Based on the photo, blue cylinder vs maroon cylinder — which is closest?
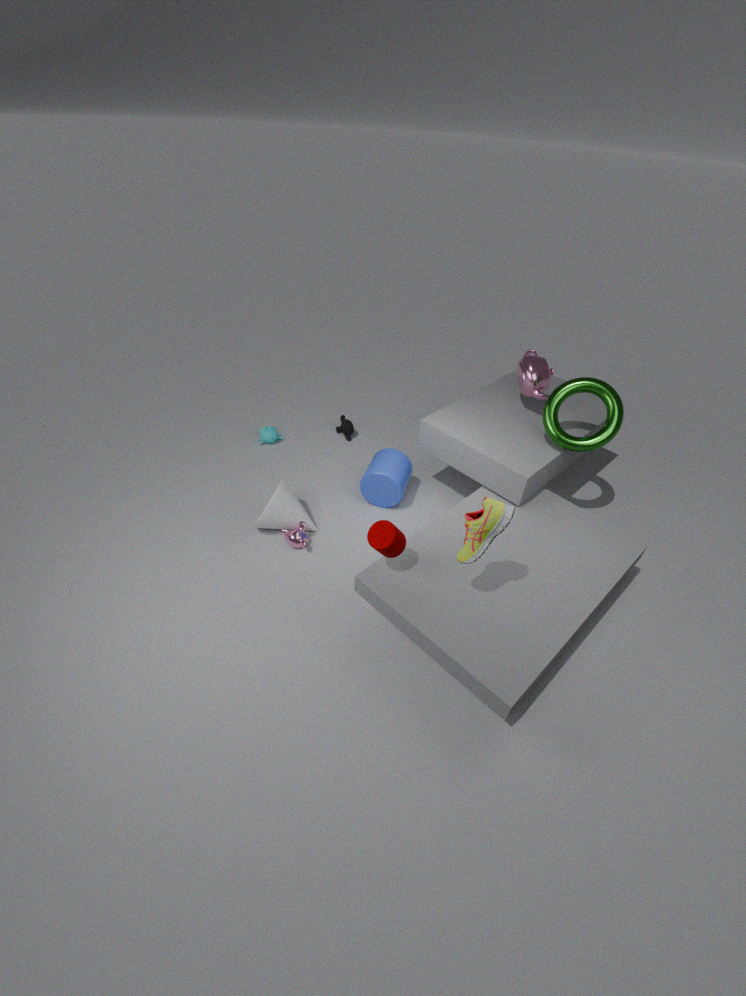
maroon cylinder
